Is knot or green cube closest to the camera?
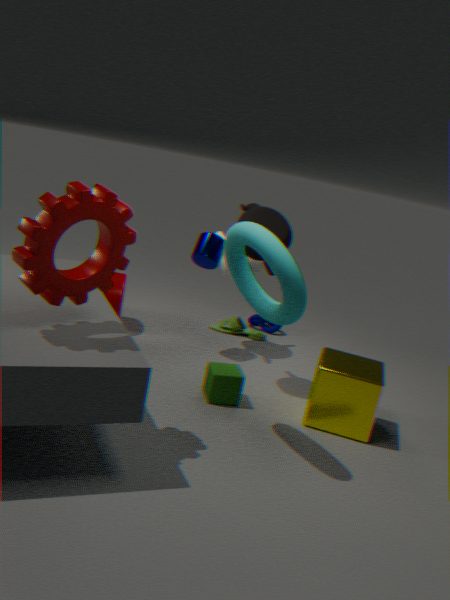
green cube
